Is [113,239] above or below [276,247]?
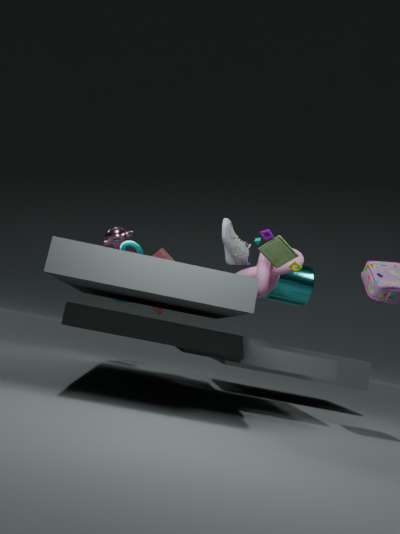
above
